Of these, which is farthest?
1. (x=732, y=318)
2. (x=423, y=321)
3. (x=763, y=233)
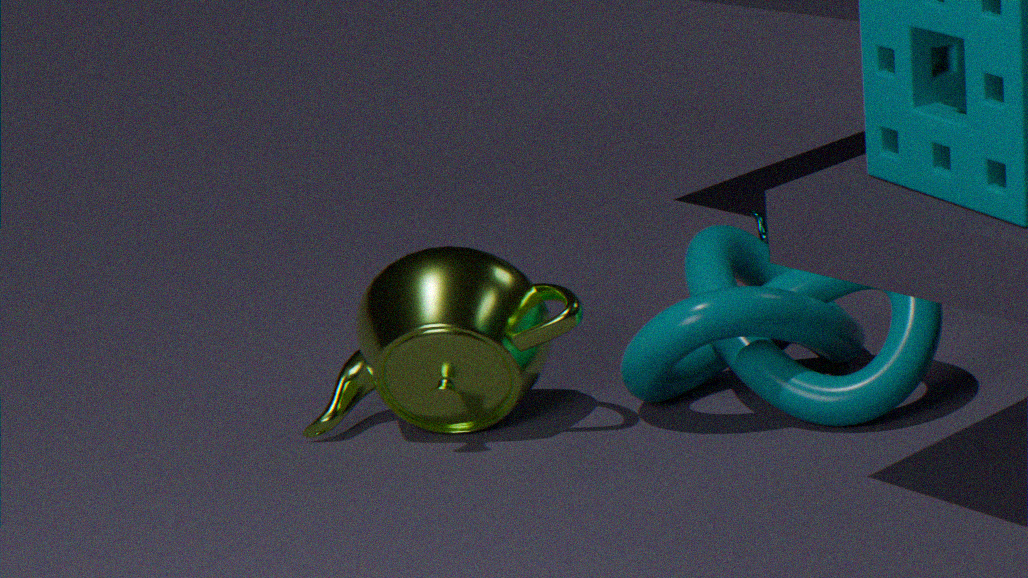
(x=763, y=233)
